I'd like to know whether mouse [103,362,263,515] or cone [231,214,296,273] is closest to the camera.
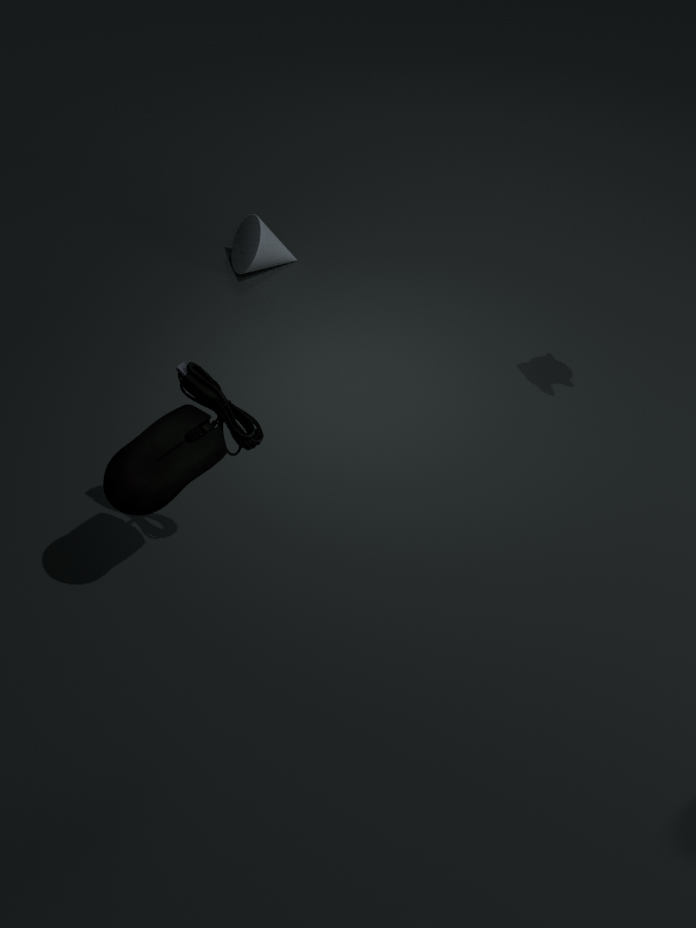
mouse [103,362,263,515]
